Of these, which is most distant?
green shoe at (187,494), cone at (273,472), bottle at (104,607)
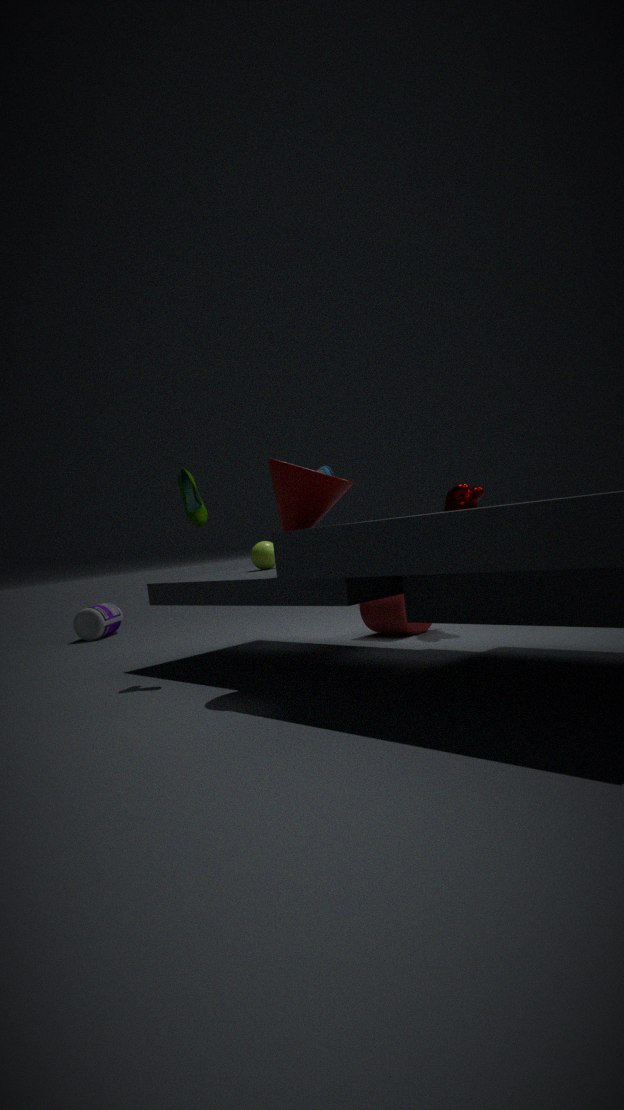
bottle at (104,607)
